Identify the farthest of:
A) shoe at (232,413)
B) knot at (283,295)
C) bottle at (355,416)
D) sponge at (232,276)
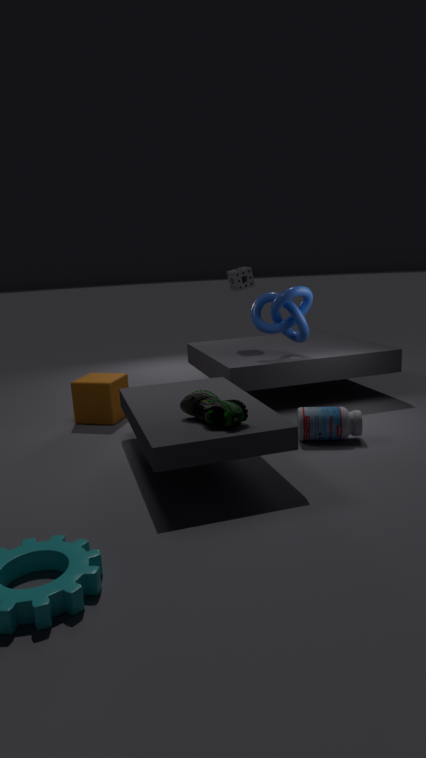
sponge at (232,276)
